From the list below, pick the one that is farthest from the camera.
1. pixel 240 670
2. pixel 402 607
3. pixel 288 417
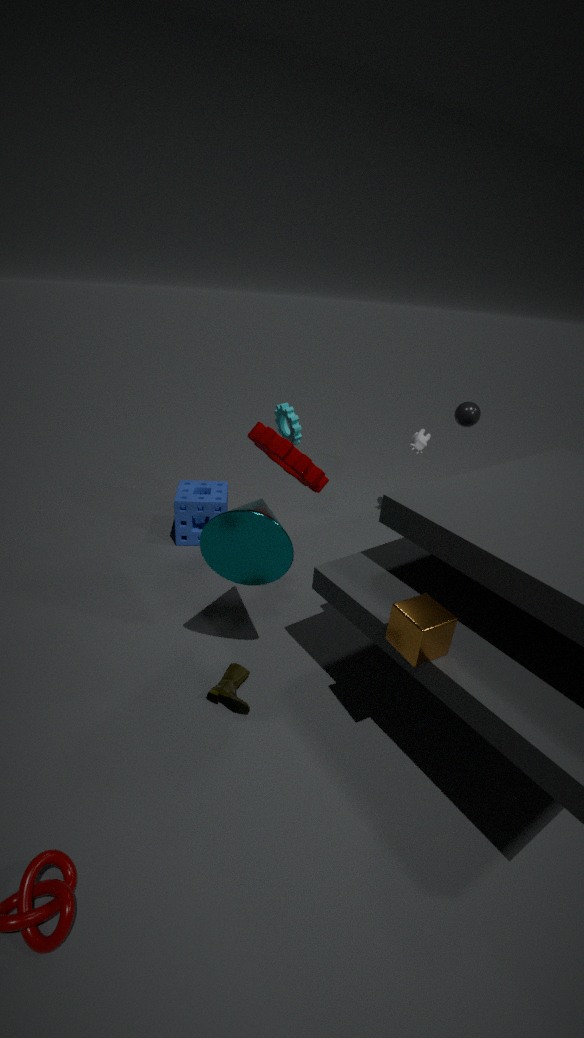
pixel 288 417
